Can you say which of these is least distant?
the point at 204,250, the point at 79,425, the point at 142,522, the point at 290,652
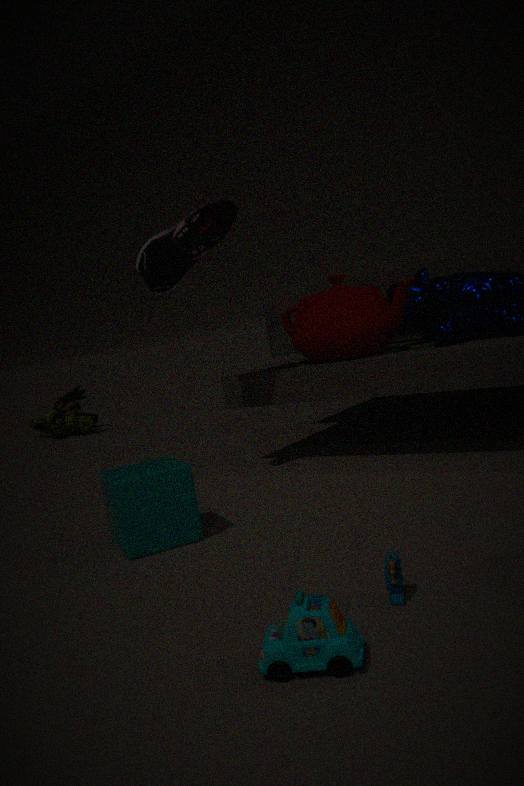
the point at 290,652
